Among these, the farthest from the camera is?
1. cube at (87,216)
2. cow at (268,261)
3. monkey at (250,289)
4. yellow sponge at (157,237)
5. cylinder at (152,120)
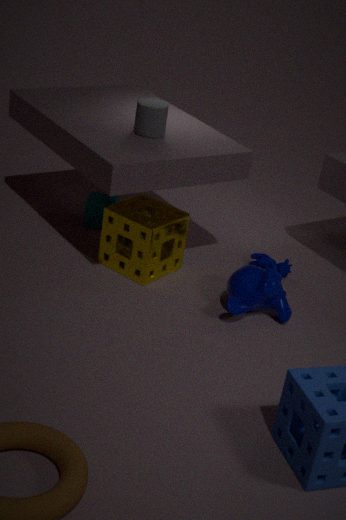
cube at (87,216)
